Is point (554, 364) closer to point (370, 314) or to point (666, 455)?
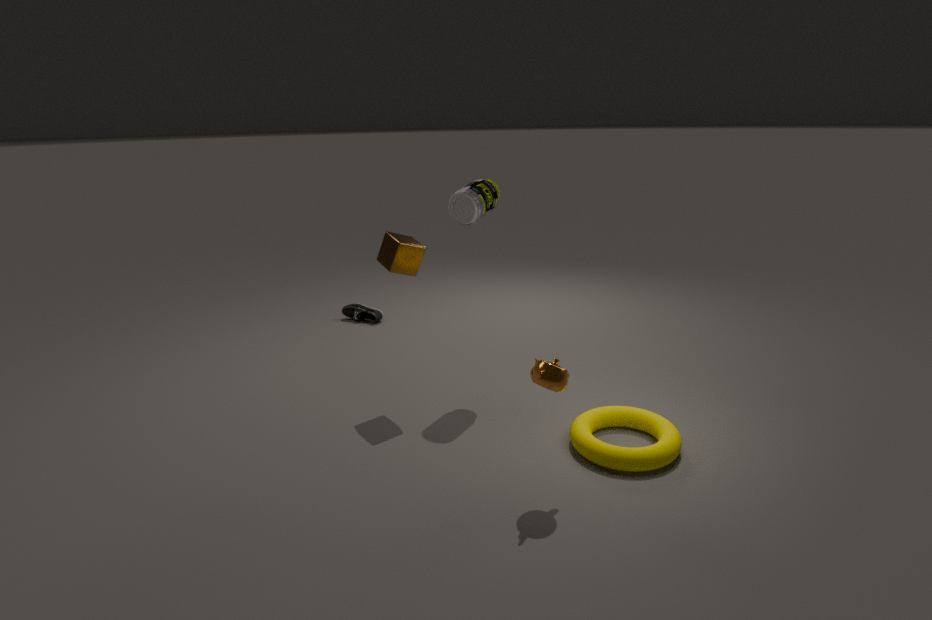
point (666, 455)
